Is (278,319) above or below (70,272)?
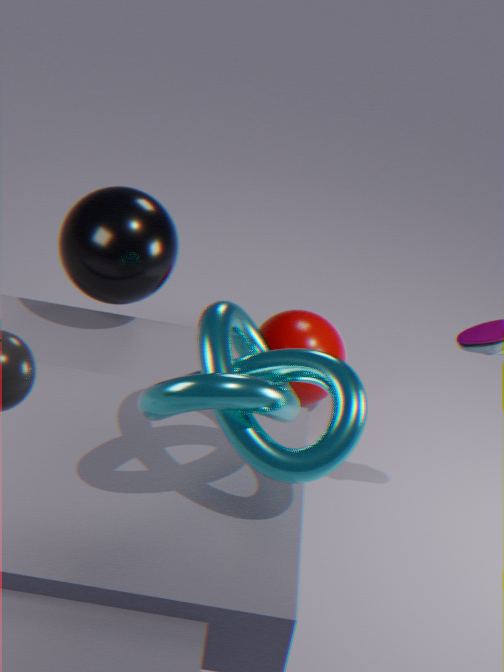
below
